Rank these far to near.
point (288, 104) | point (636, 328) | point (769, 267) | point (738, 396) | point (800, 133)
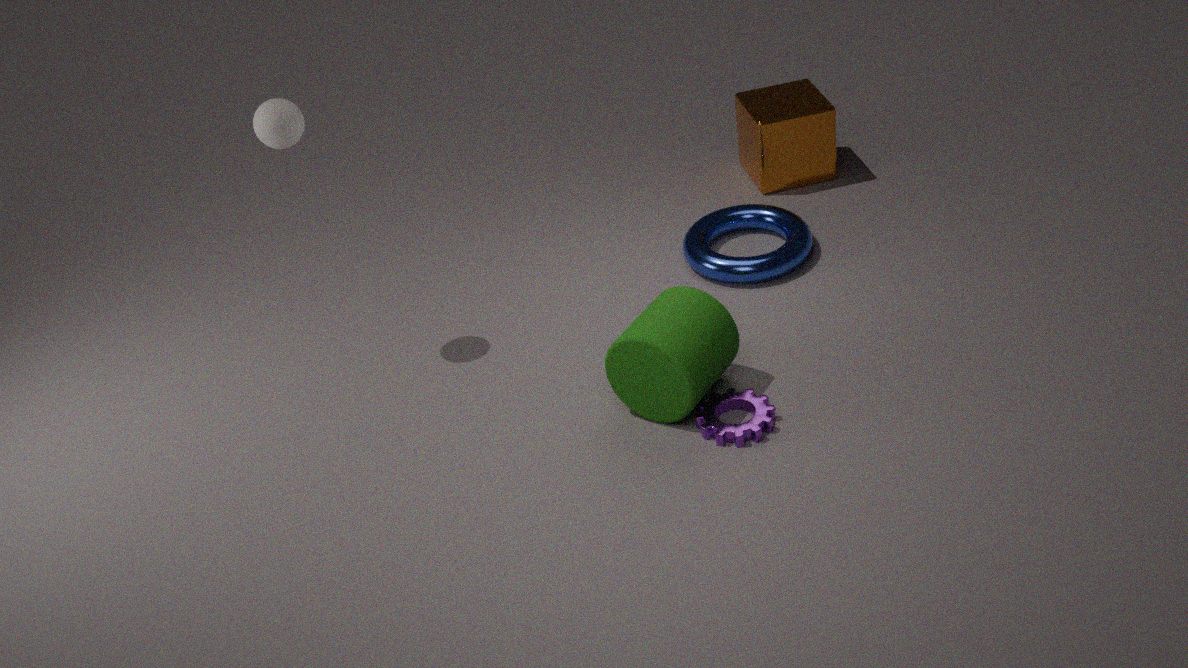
point (800, 133)
point (769, 267)
point (288, 104)
point (738, 396)
point (636, 328)
